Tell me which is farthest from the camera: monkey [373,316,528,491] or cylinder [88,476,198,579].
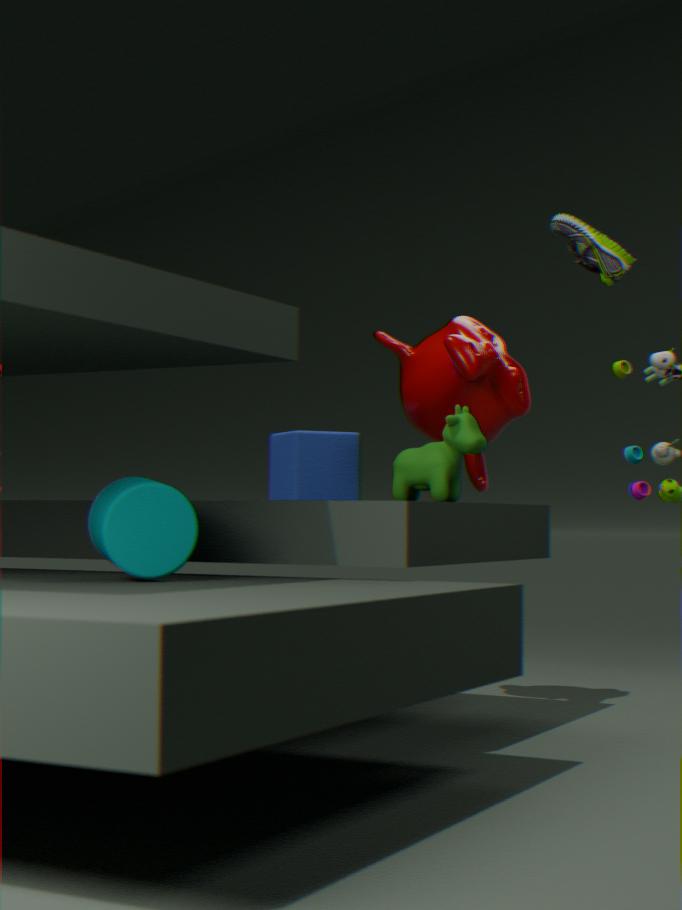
monkey [373,316,528,491]
